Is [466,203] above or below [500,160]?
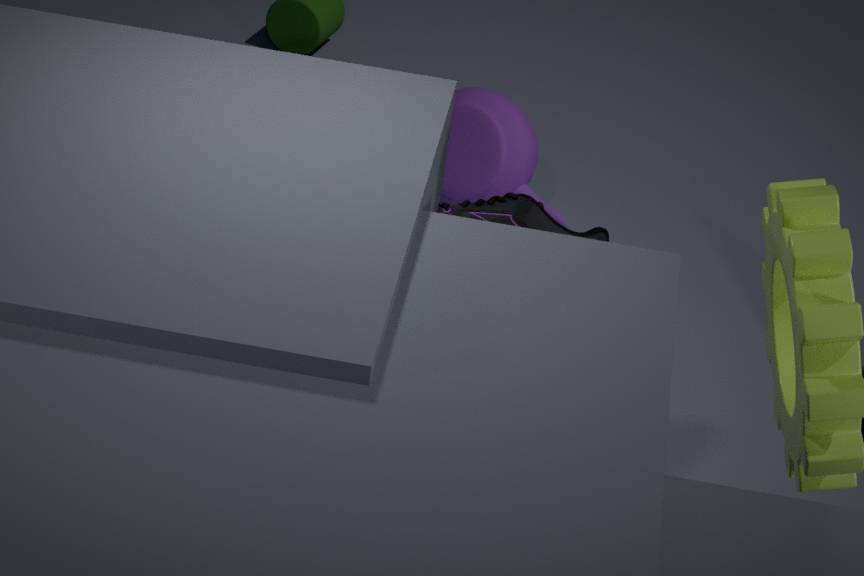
above
